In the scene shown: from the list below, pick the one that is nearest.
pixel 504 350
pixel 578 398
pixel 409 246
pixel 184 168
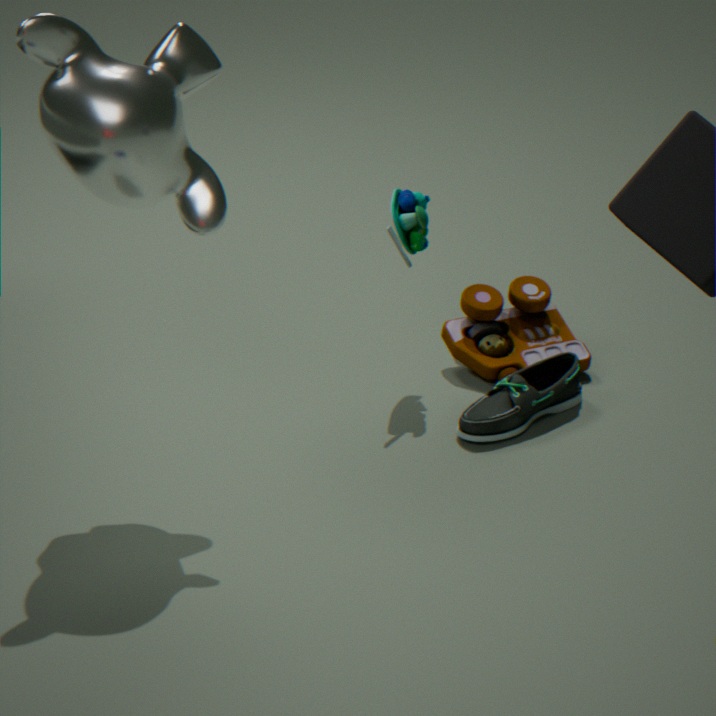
pixel 184 168
